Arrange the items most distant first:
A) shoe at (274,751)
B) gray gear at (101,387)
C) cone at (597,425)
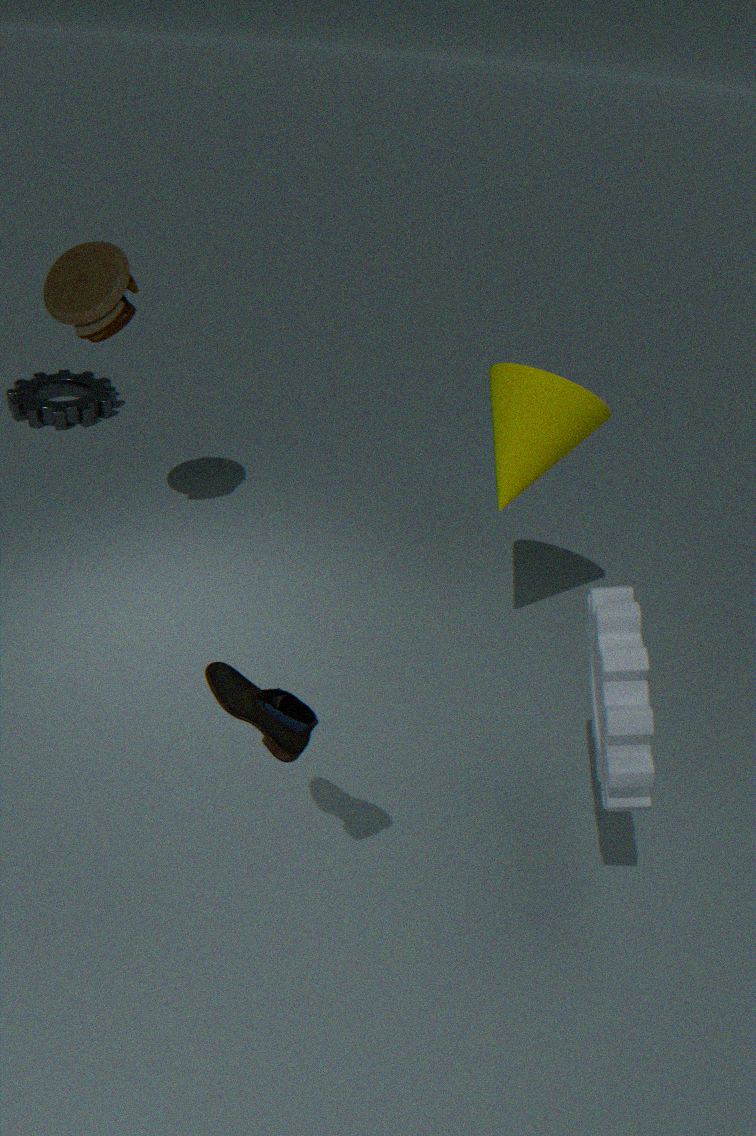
gray gear at (101,387) → cone at (597,425) → shoe at (274,751)
